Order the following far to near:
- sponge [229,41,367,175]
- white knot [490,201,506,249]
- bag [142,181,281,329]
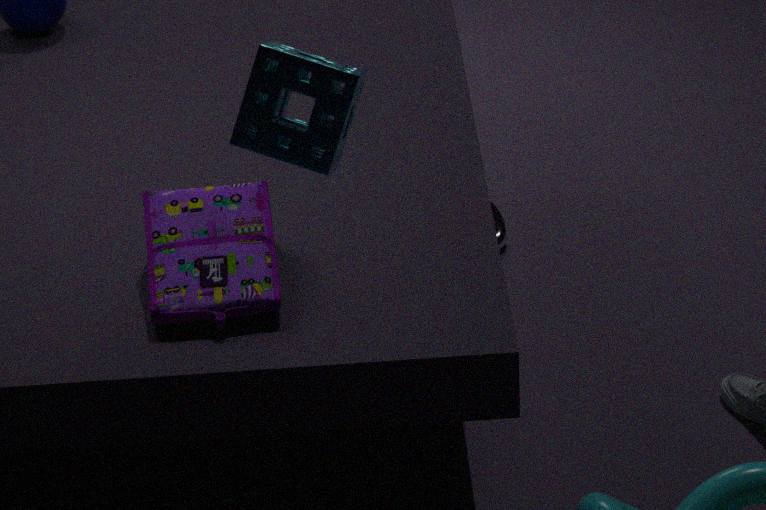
white knot [490,201,506,249] → bag [142,181,281,329] → sponge [229,41,367,175]
